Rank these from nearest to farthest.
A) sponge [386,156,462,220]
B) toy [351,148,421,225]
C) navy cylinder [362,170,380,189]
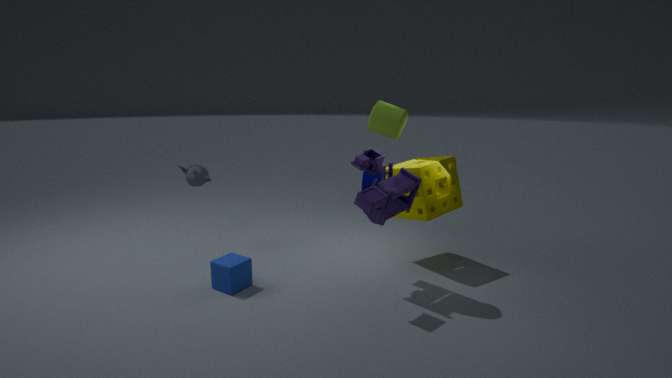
toy [351,148,421,225], sponge [386,156,462,220], navy cylinder [362,170,380,189]
